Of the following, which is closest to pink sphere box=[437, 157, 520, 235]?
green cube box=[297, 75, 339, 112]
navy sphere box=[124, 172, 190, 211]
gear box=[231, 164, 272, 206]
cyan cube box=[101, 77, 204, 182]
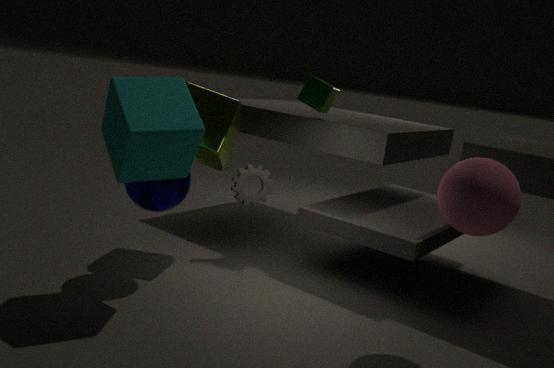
cyan cube box=[101, 77, 204, 182]
